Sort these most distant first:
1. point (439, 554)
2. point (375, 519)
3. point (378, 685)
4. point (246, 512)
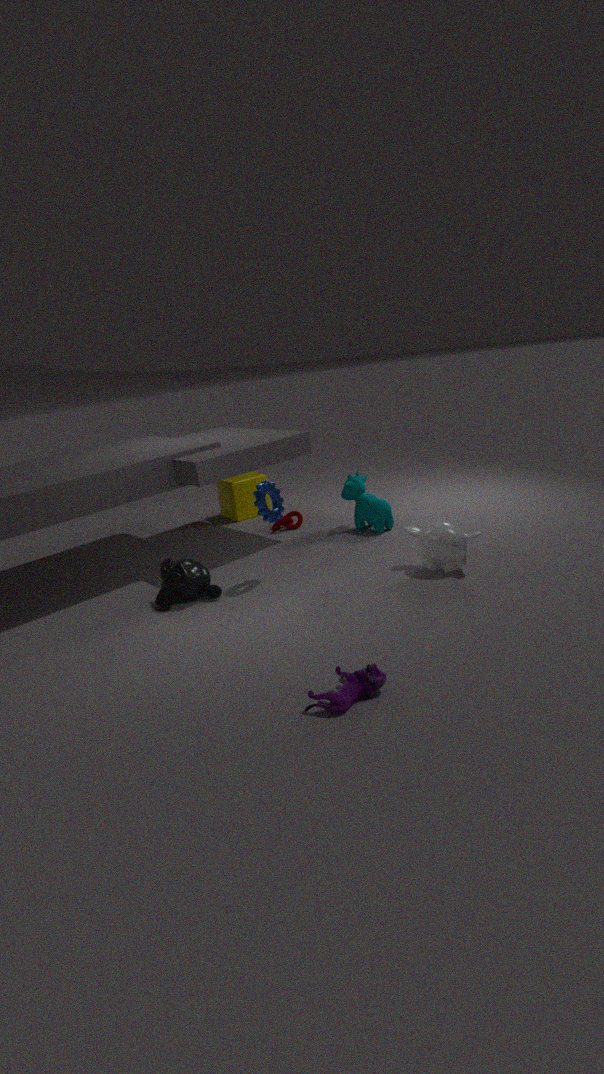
point (246, 512), point (375, 519), point (439, 554), point (378, 685)
